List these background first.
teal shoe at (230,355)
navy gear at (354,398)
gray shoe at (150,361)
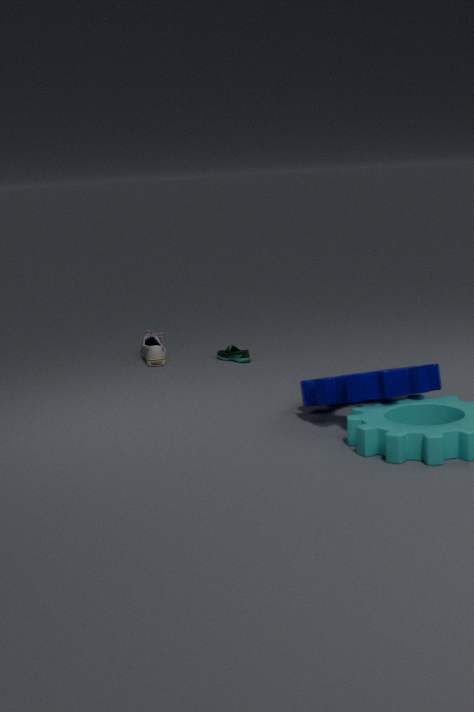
gray shoe at (150,361) < teal shoe at (230,355) < navy gear at (354,398)
